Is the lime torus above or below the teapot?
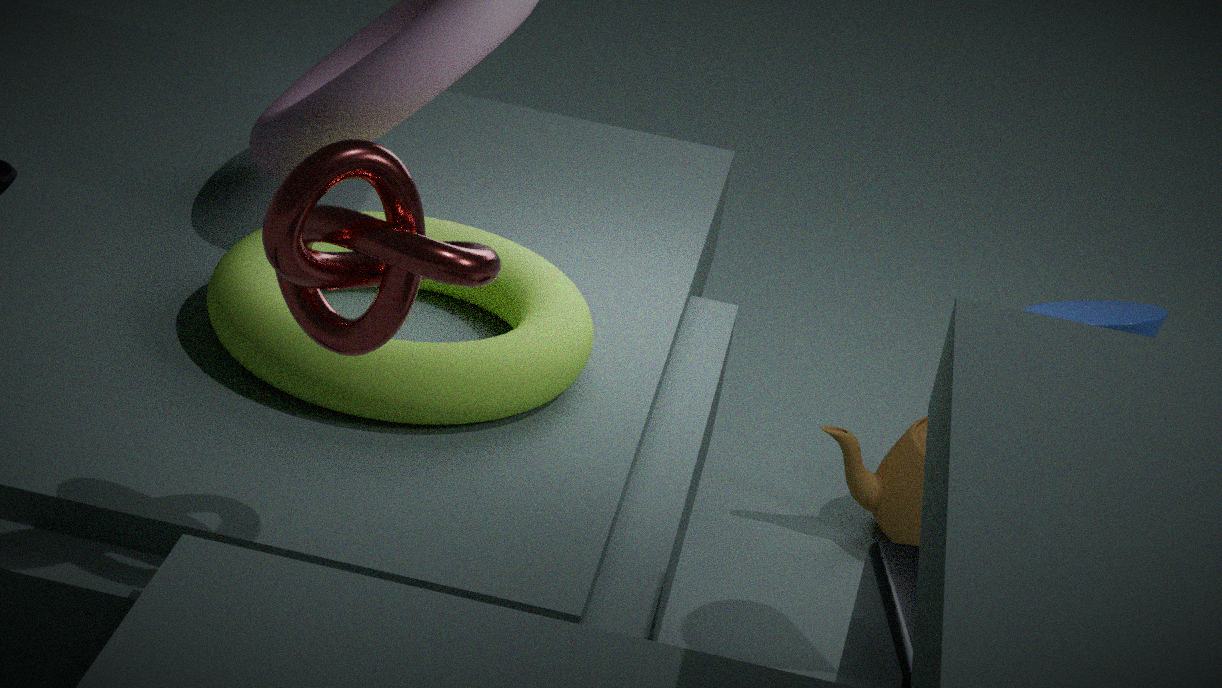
above
